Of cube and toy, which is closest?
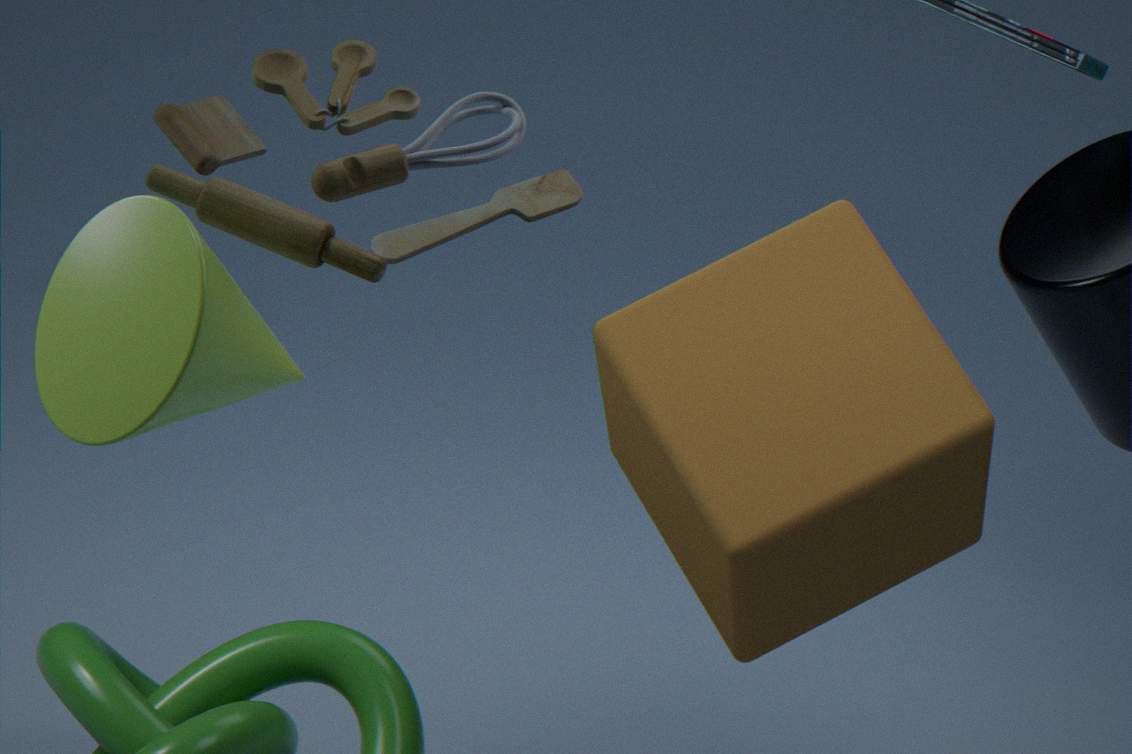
toy
